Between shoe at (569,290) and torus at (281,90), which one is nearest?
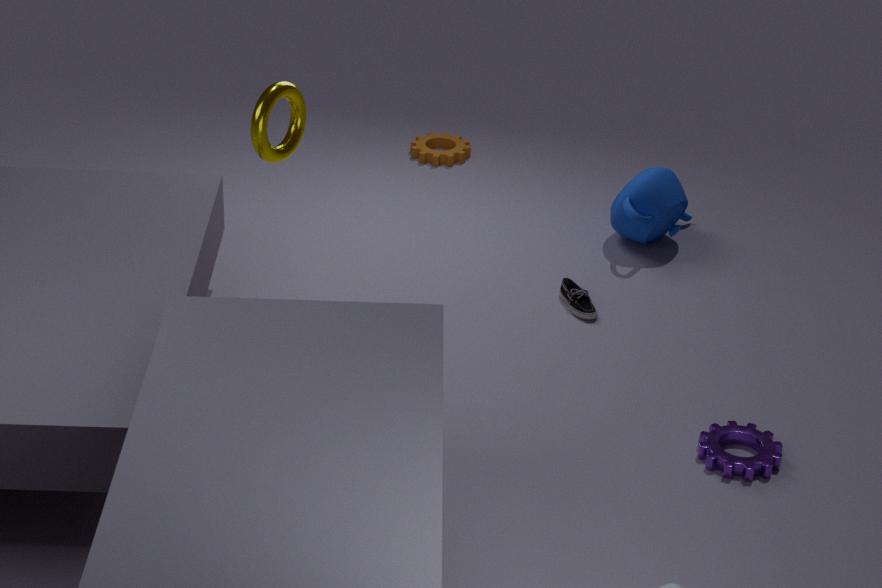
torus at (281,90)
